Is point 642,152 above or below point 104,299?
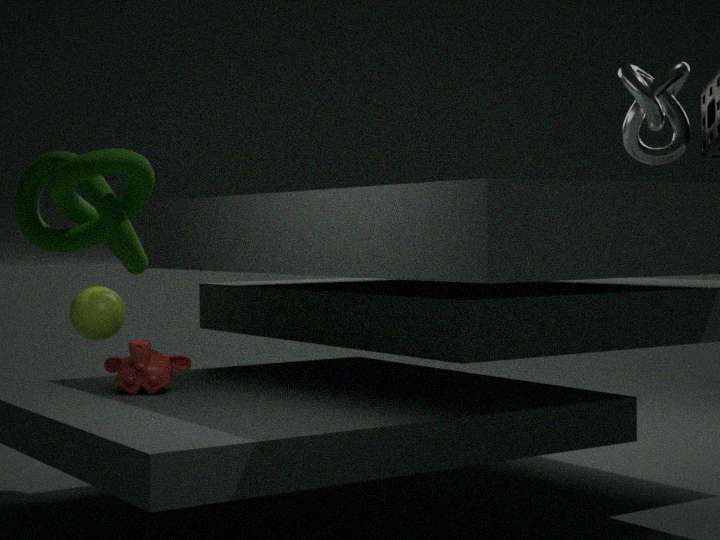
above
